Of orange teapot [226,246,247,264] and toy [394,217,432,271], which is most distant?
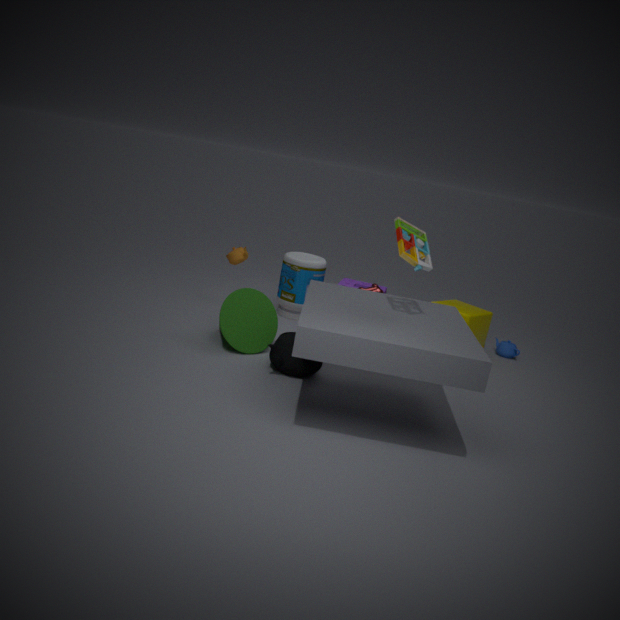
orange teapot [226,246,247,264]
